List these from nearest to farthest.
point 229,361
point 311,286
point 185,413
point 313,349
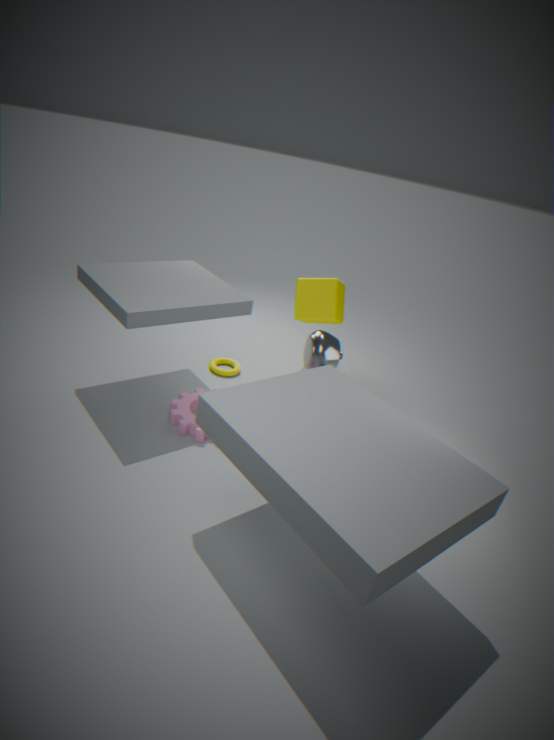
1. point 185,413
2. point 313,349
3. point 311,286
4. point 229,361
